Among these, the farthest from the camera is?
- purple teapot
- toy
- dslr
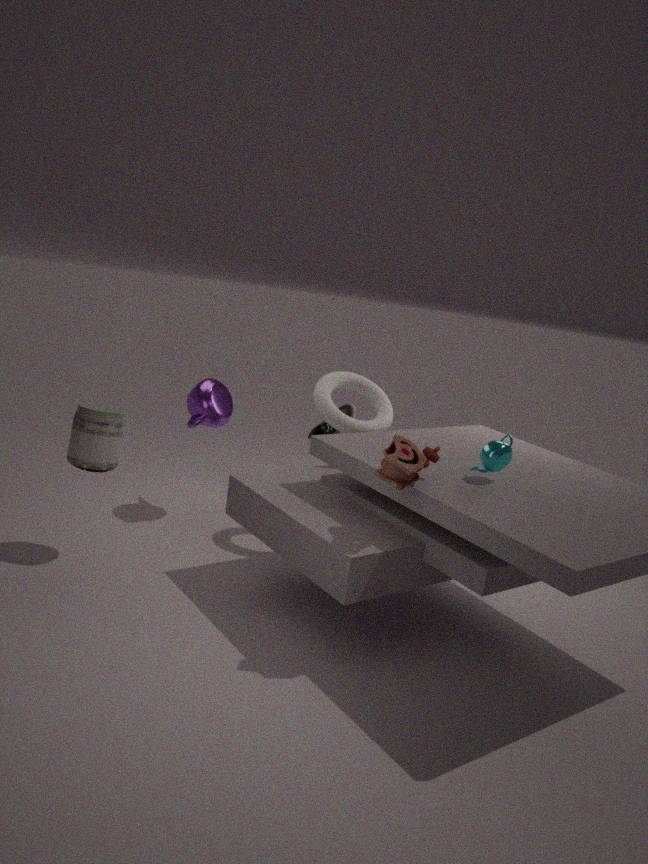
purple teapot
